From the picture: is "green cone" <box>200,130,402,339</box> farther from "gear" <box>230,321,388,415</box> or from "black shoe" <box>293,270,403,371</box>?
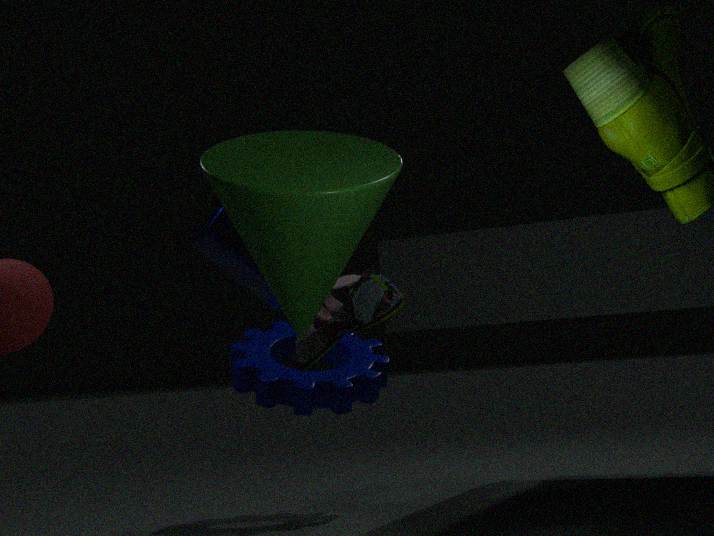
"gear" <box>230,321,388,415</box>
